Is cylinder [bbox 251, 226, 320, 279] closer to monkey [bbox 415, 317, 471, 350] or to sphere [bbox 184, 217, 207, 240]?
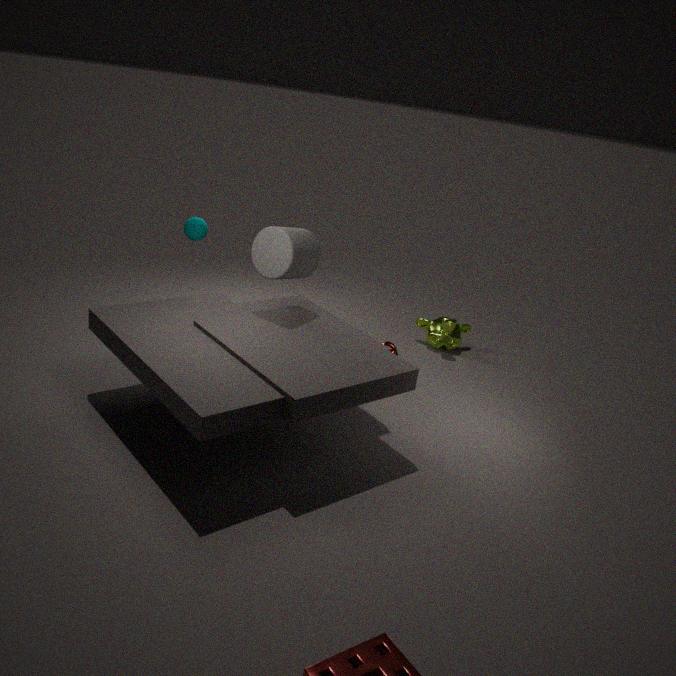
sphere [bbox 184, 217, 207, 240]
